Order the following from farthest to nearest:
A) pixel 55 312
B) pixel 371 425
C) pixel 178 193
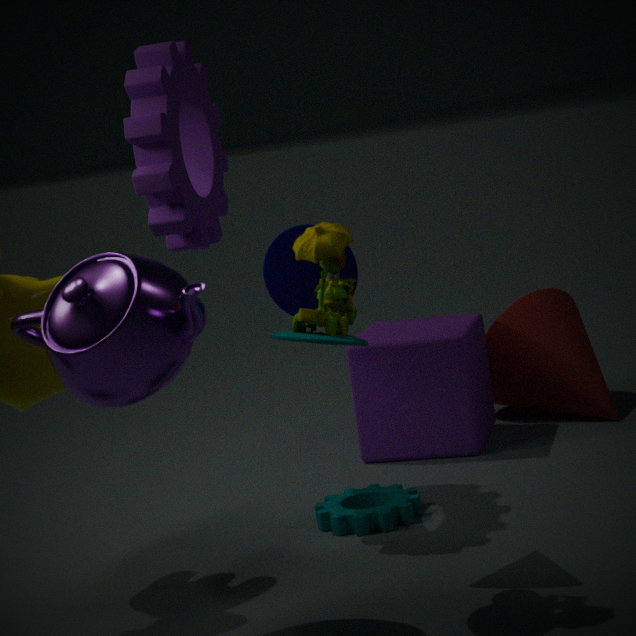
1. pixel 371 425
2. pixel 178 193
3. pixel 55 312
